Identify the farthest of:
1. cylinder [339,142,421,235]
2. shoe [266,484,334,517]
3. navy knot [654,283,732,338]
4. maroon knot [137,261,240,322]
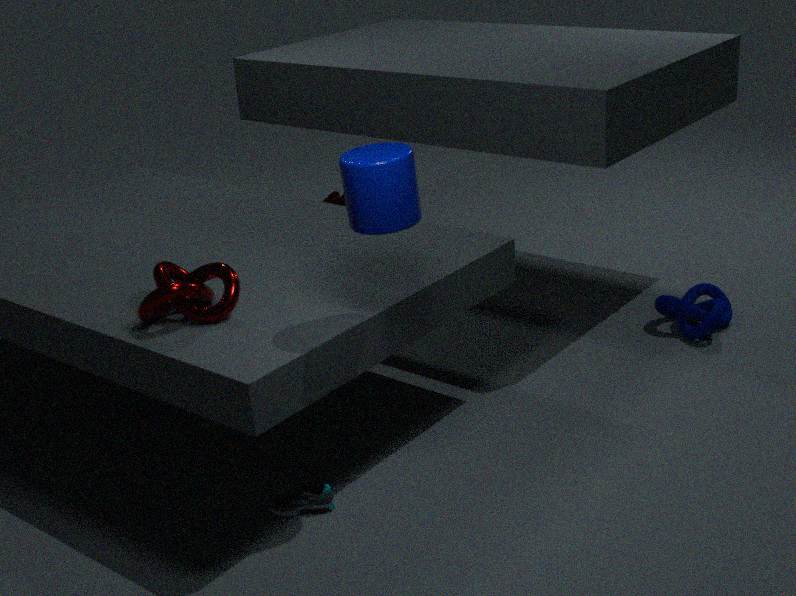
navy knot [654,283,732,338]
